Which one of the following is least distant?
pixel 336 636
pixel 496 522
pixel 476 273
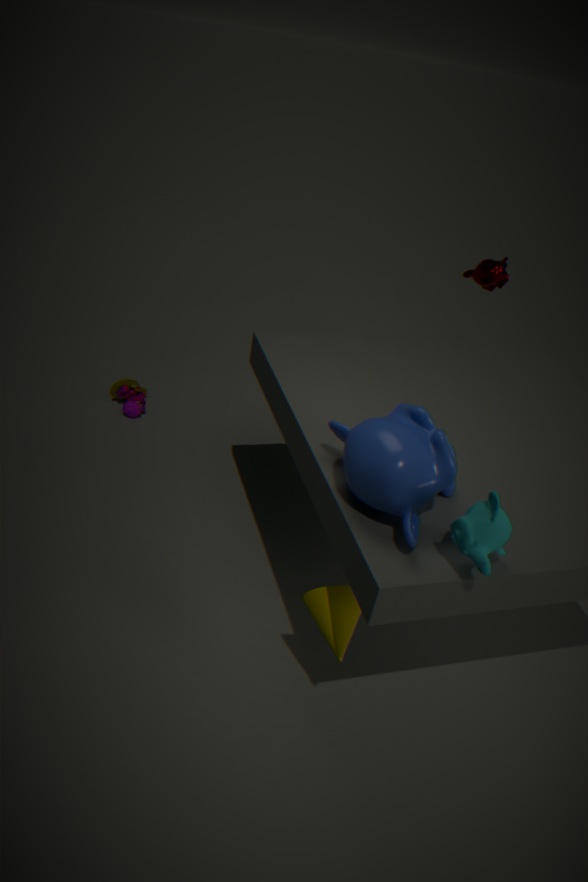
pixel 496 522
